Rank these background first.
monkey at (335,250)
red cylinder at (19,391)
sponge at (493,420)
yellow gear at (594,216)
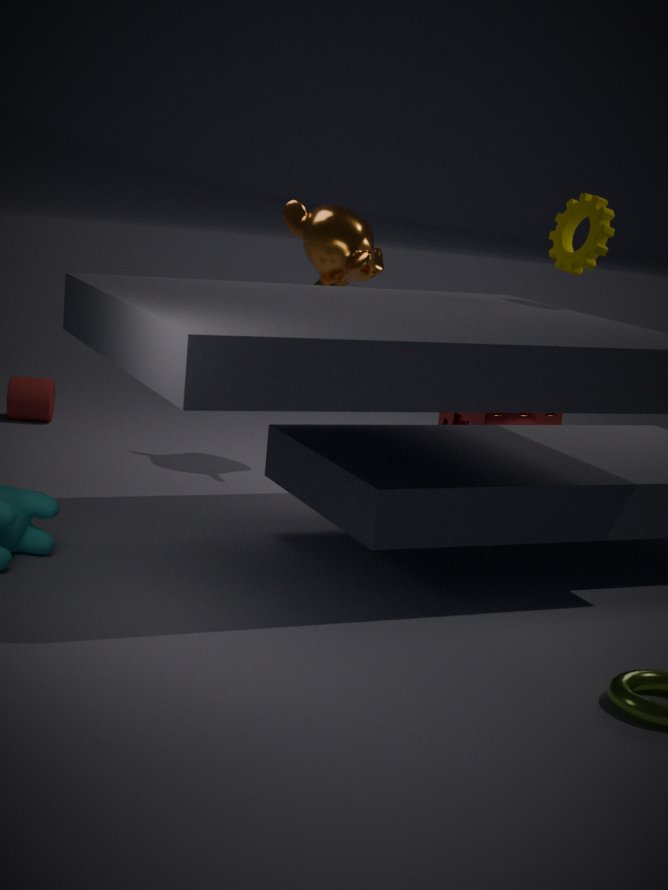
red cylinder at (19,391)
sponge at (493,420)
monkey at (335,250)
yellow gear at (594,216)
